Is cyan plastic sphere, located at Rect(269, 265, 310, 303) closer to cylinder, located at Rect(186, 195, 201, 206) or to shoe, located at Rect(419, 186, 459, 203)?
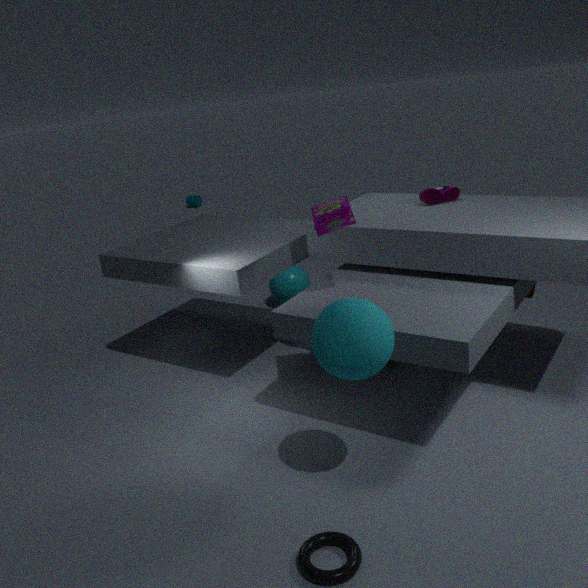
shoe, located at Rect(419, 186, 459, 203)
